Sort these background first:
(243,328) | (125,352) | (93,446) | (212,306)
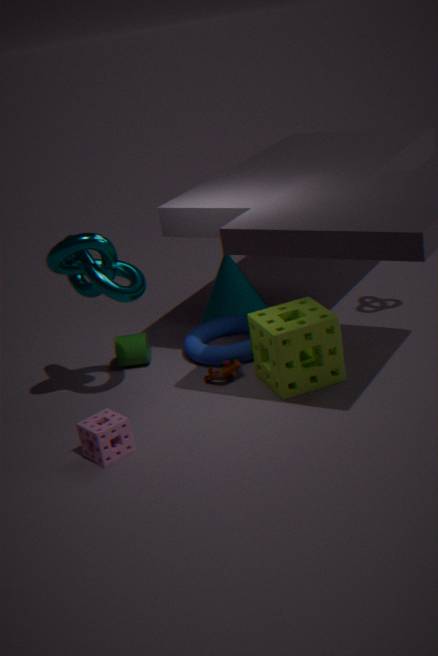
(212,306)
(243,328)
(125,352)
(93,446)
